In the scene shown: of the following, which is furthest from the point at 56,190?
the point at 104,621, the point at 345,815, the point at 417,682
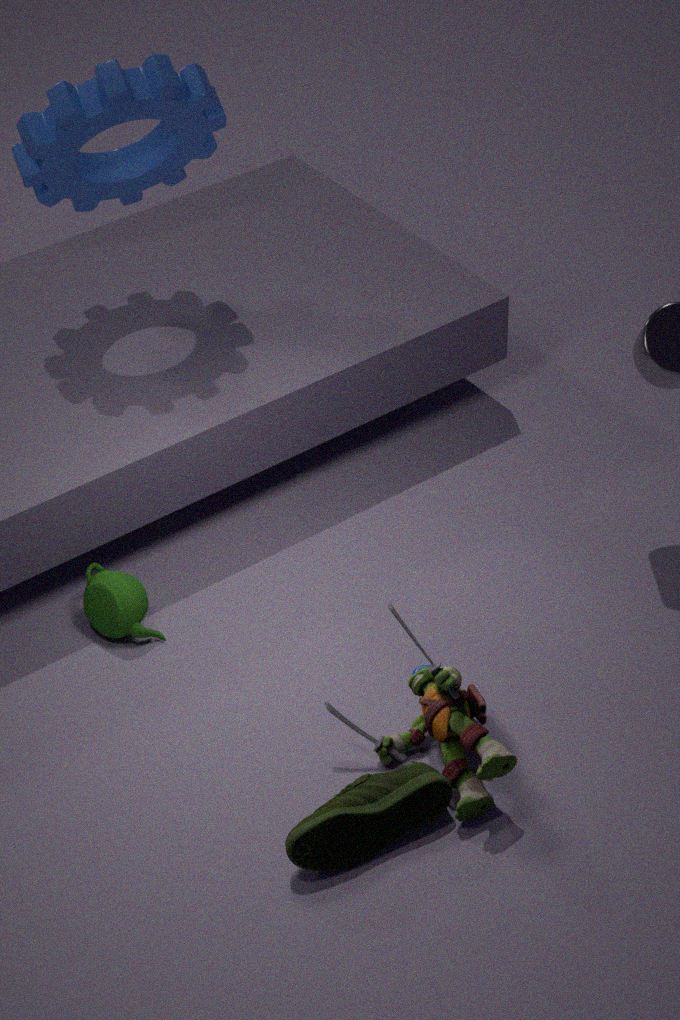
the point at 345,815
